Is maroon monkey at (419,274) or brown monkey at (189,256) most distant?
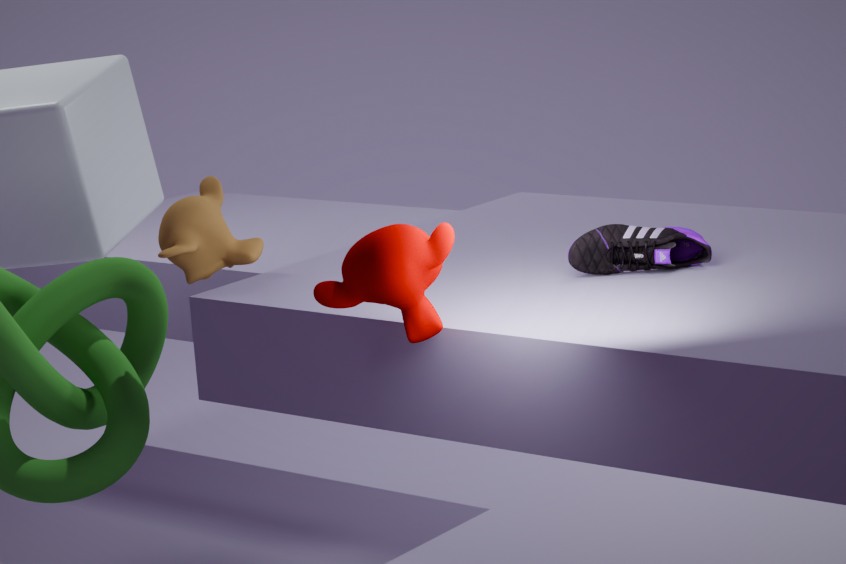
brown monkey at (189,256)
